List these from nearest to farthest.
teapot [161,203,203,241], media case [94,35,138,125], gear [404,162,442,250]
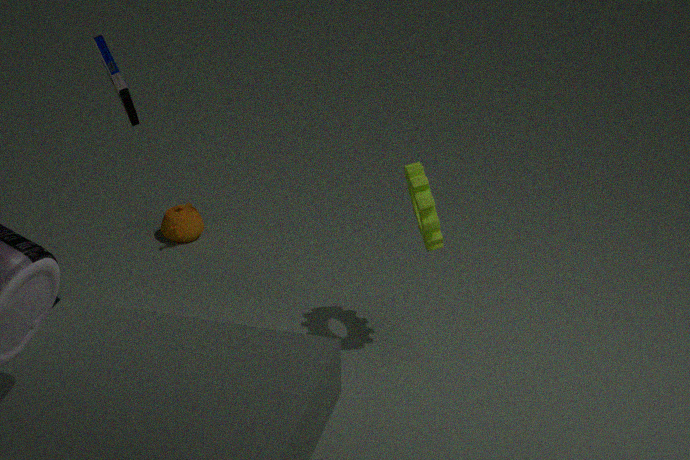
media case [94,35,138,125] → gear [404,162,442,250] → teapot [161,203,203,241]
